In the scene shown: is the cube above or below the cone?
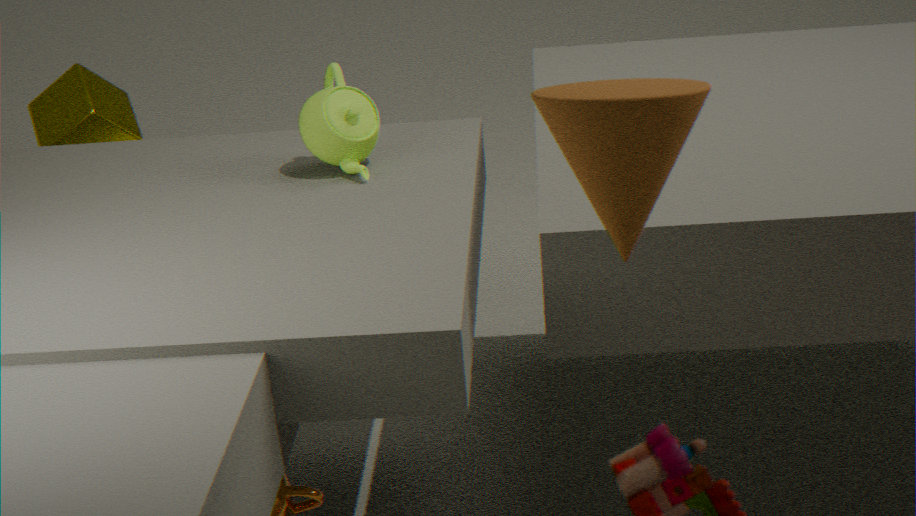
below
